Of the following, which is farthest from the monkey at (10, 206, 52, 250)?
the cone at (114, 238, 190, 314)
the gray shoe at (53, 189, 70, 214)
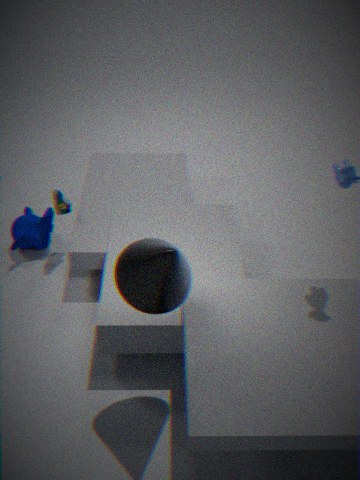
the cone at (114, 238, 190, 314)
